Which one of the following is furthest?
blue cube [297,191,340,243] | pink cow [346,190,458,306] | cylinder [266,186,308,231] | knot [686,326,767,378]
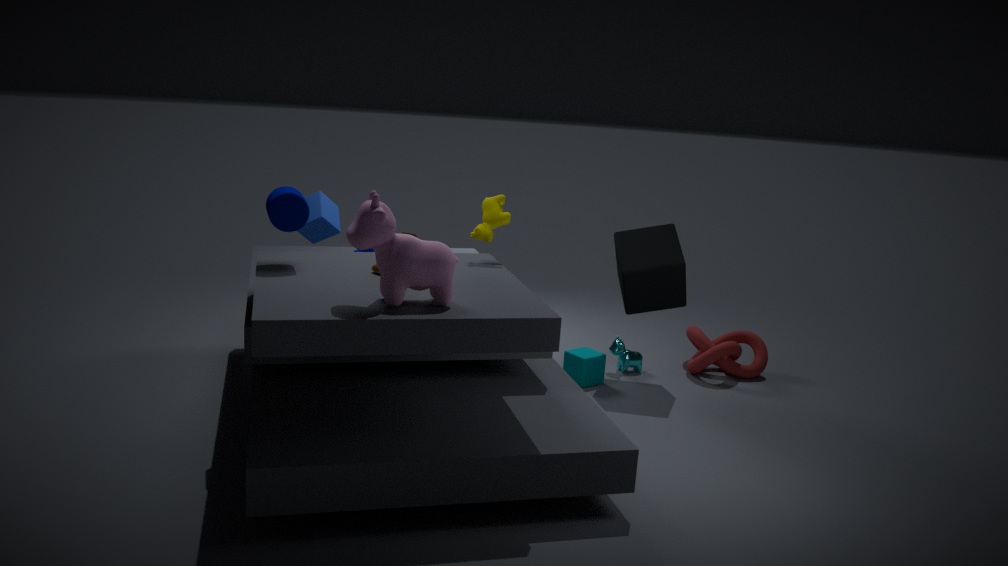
knot [686,326,767,378]
